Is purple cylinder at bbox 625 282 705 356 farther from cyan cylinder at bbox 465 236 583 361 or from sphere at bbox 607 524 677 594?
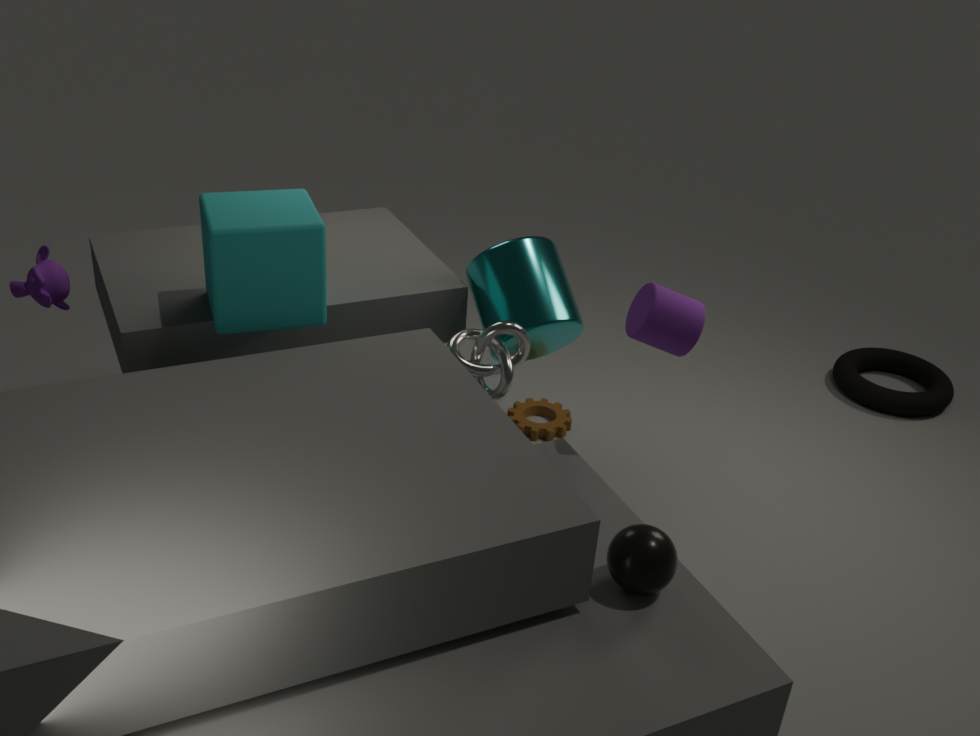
sphere at bbox 607 524 677 594
